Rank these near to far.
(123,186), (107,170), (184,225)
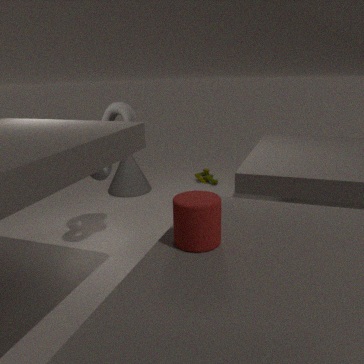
(184,225) → (107,170) → (123,186)
